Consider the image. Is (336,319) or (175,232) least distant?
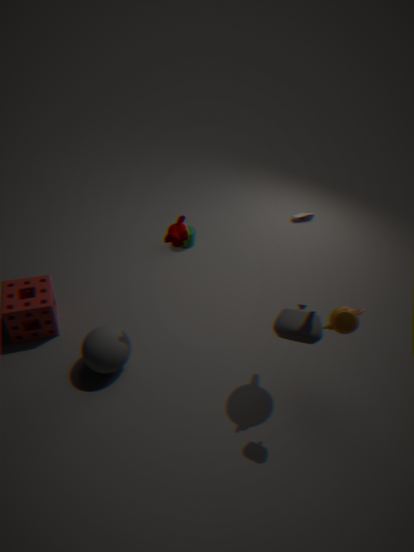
(336,319)
